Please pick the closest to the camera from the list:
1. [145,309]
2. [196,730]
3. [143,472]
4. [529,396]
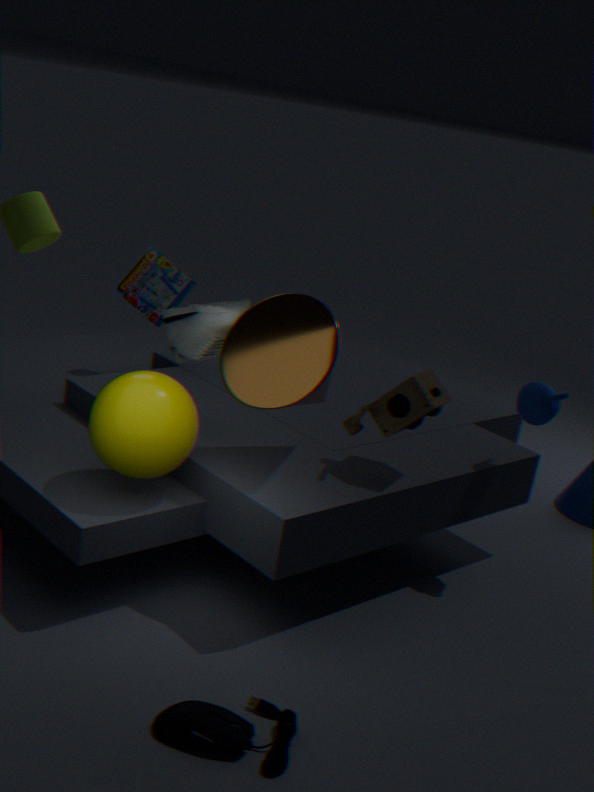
[196,730]
